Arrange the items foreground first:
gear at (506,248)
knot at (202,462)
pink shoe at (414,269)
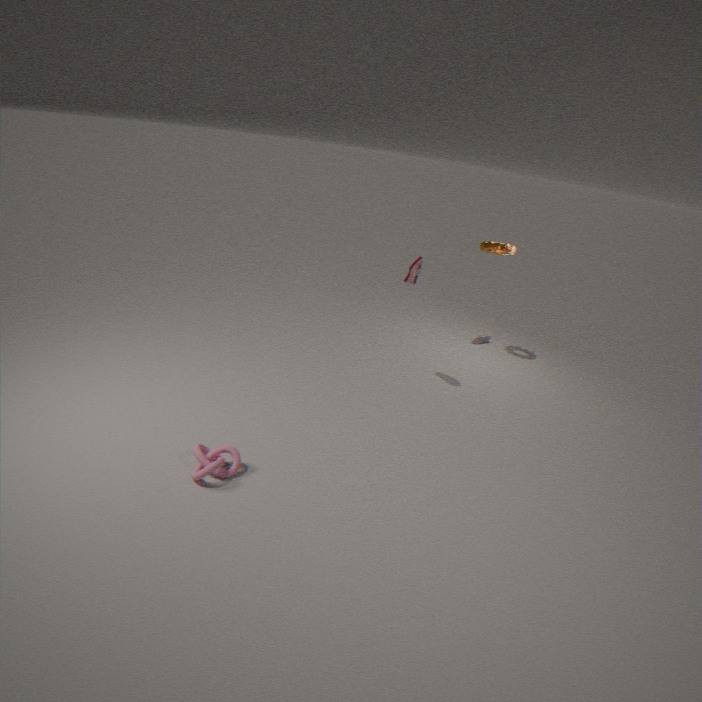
knot at (202,462) < pink shoe at (414,269) < gear at (506,248)
